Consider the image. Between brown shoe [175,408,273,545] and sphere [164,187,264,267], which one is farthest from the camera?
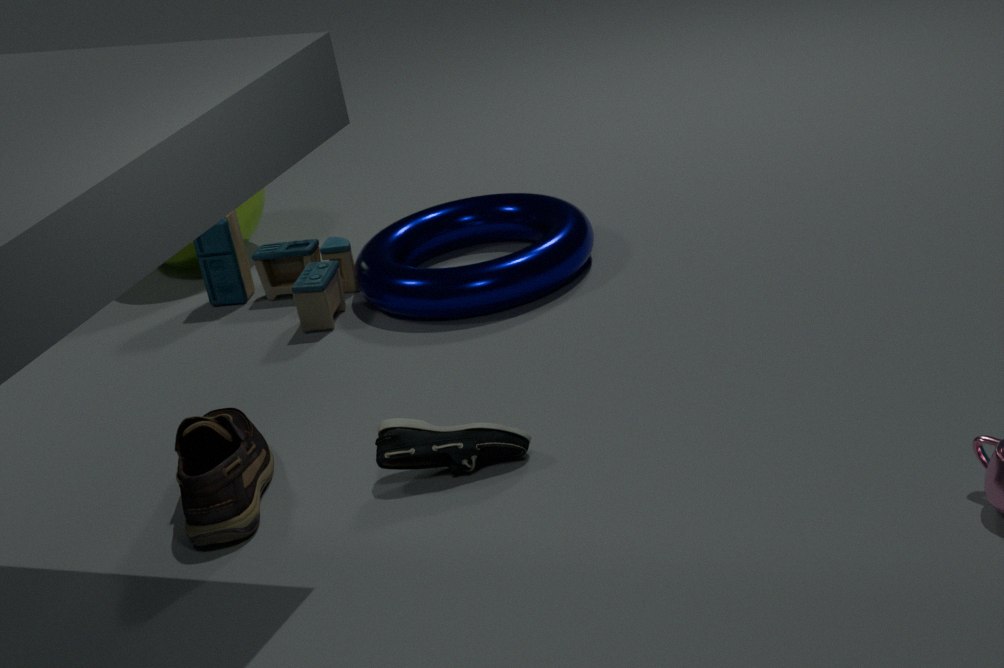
sphere [164,187,264,267]
